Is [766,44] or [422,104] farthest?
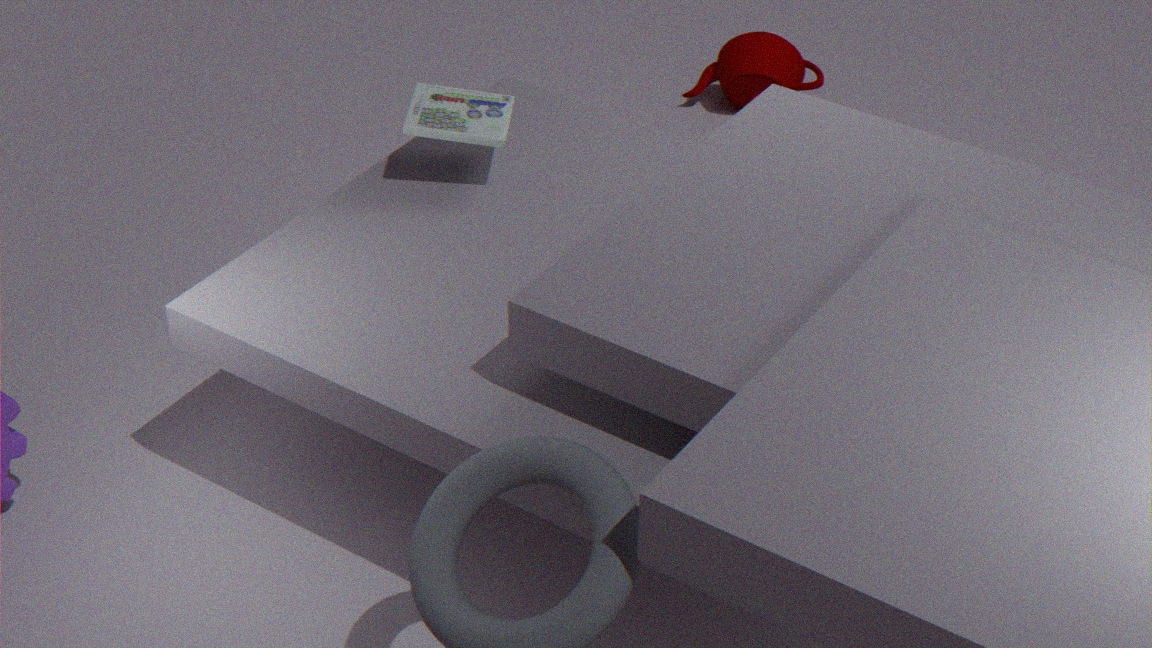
[766,44]
